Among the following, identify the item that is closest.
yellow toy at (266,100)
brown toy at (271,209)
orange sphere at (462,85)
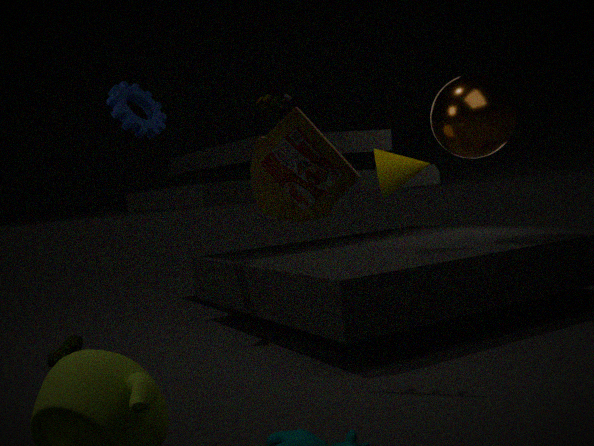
brown toy at (271,209)
